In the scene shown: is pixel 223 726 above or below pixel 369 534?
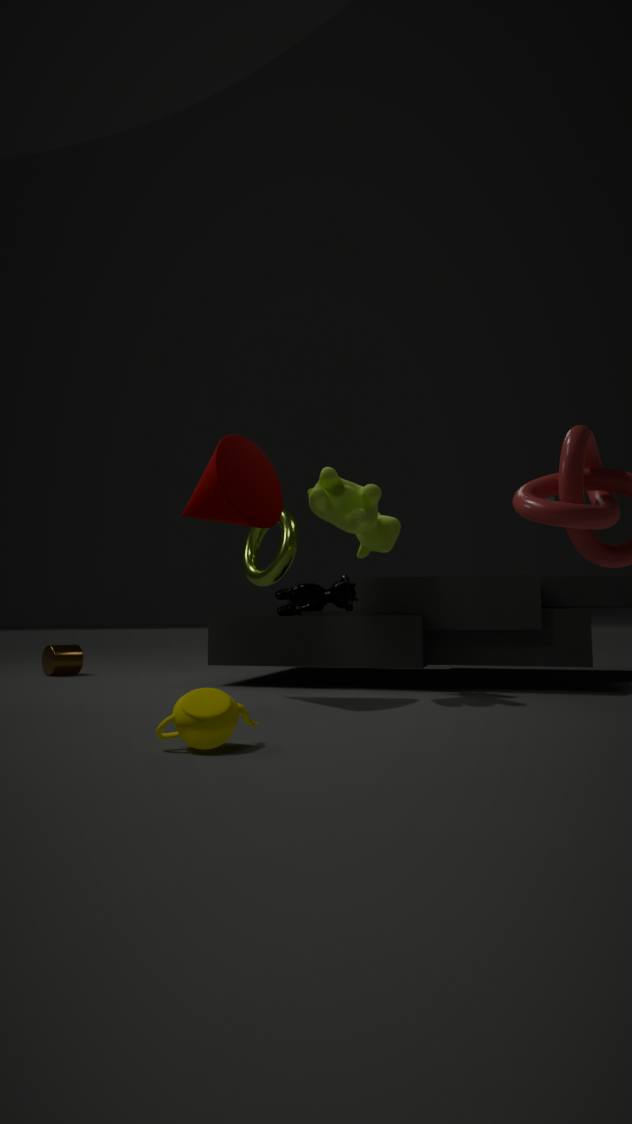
below
